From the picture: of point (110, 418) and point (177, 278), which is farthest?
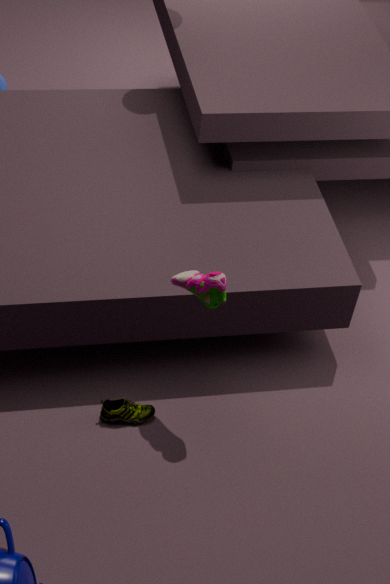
point (110, 418)
